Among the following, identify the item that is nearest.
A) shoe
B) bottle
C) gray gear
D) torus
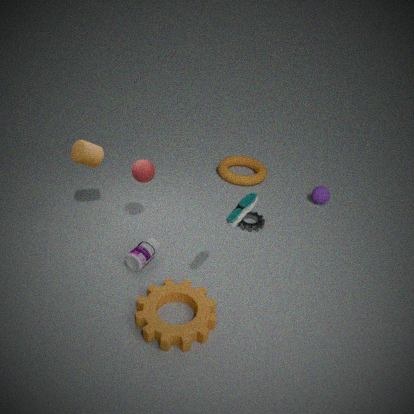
shoe
